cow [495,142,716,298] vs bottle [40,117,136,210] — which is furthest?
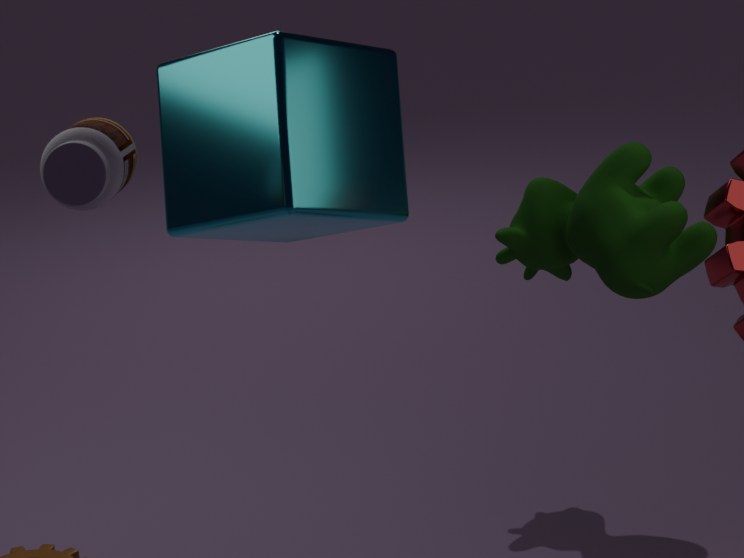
cow [495,142,716,298]
